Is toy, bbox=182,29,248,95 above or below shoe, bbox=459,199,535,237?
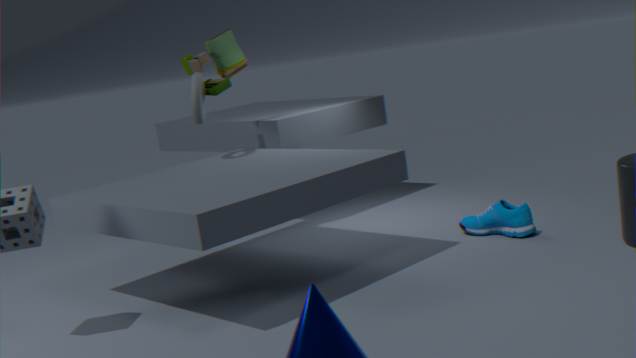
above
